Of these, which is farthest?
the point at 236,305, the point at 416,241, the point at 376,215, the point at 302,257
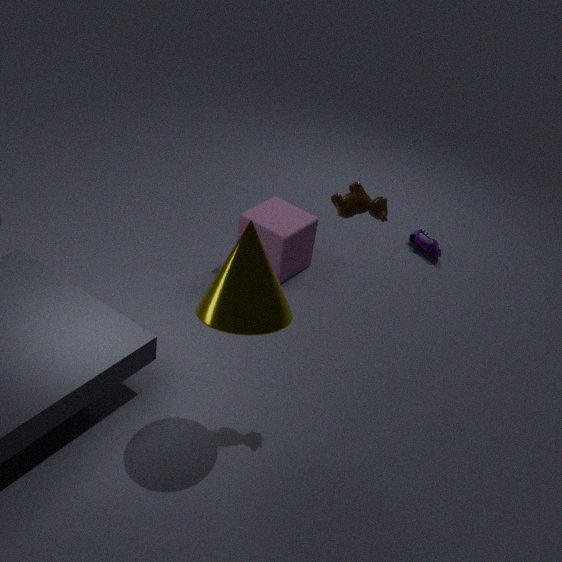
the point at 416,241
